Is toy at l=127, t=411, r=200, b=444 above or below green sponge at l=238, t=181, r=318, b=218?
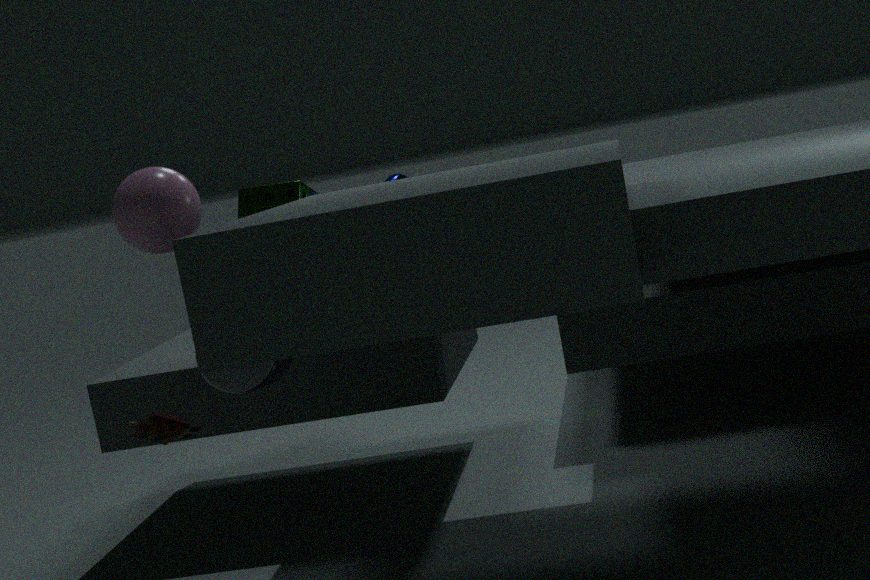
below
